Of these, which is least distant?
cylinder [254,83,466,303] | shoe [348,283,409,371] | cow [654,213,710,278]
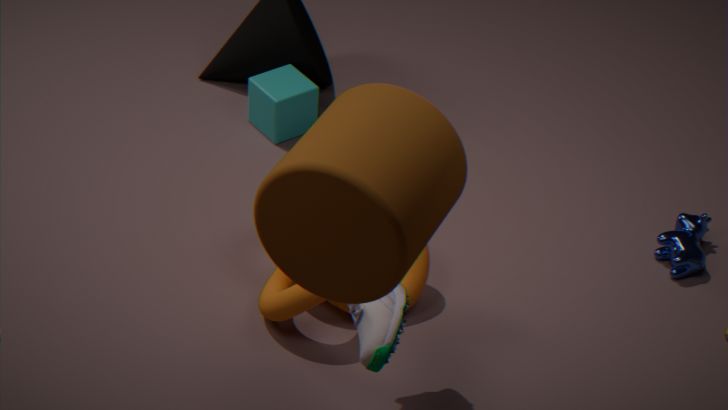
cylinder [254,83,466,303]
